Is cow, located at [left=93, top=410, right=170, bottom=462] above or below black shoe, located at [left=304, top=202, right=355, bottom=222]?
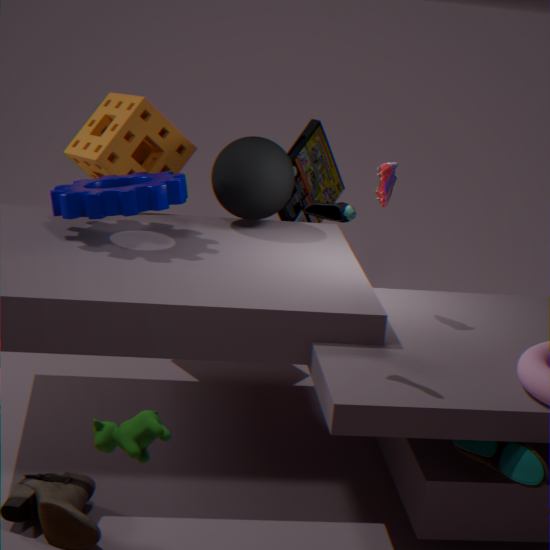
below
